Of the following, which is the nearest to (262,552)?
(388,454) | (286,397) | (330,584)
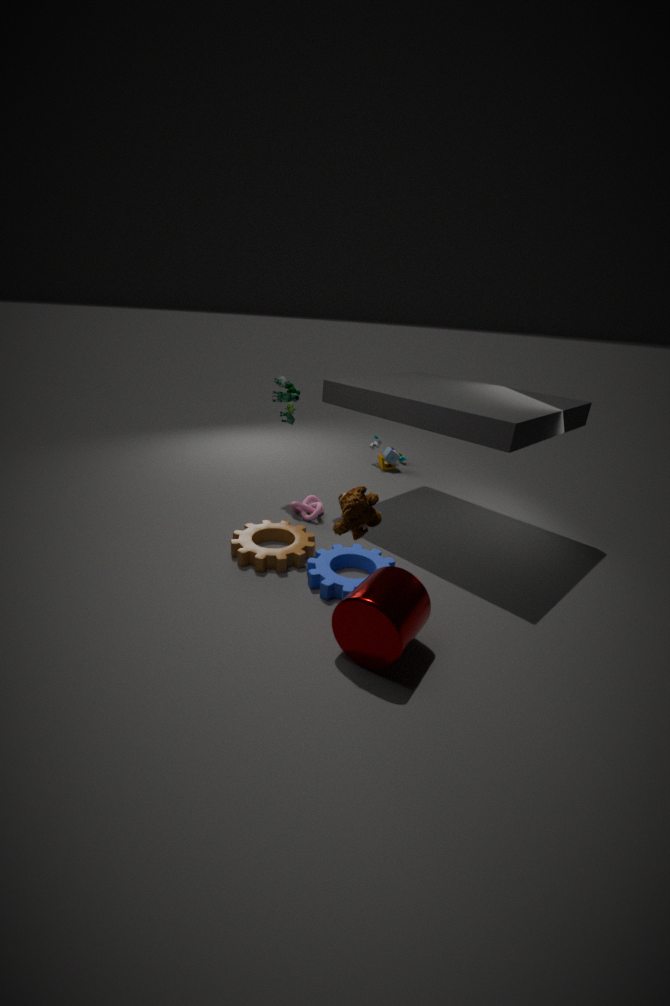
(330,584)
